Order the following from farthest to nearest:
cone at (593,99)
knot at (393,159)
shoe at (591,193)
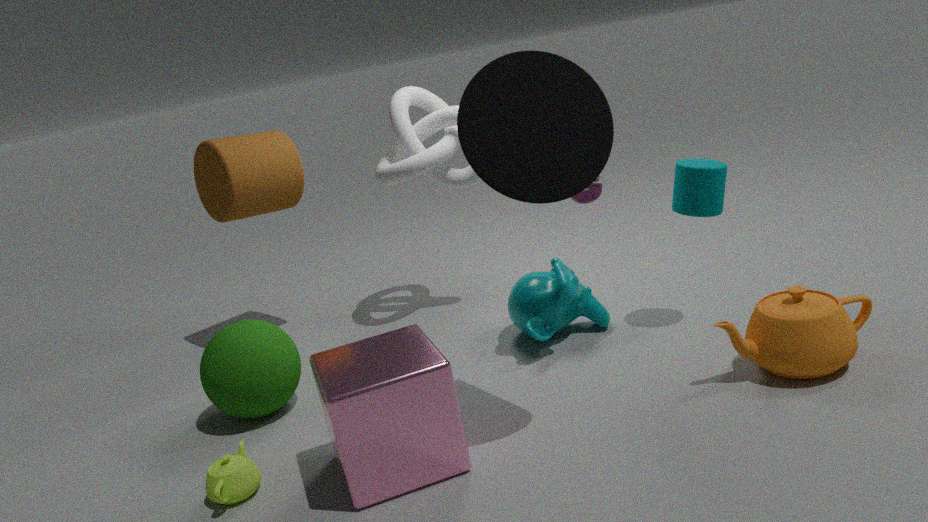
knot at (393,159) < shoe at (591,193) < cone at (593,99)
